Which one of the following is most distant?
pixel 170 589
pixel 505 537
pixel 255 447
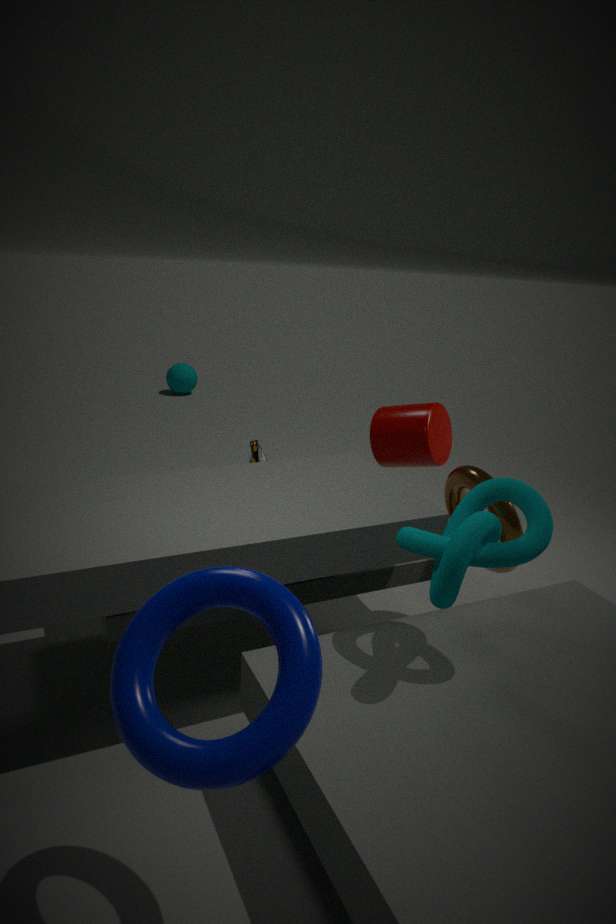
pixel 255 447
